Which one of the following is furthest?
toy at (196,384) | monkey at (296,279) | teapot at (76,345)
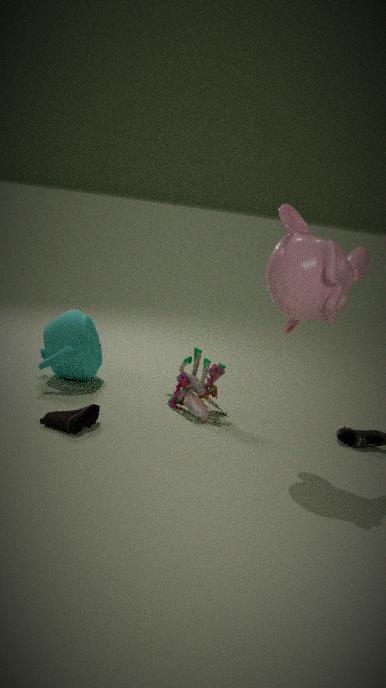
teapot at (76,345)
